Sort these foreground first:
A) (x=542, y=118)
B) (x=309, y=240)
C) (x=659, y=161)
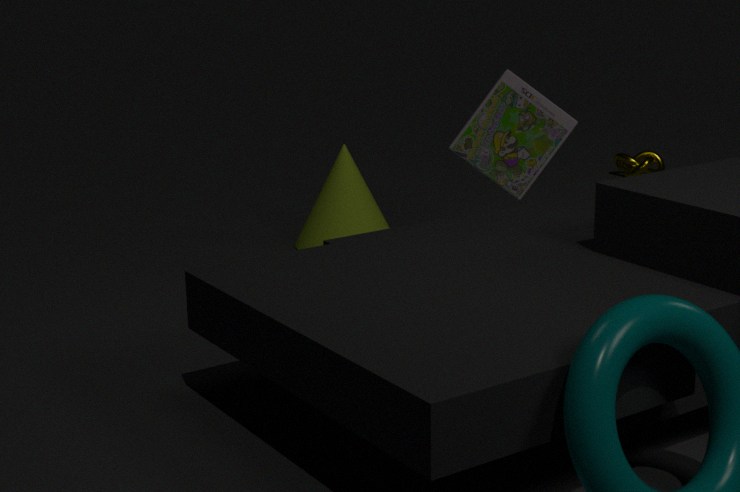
1. (x=542, y=118)
2. (x=309, y=240)
3. (x=659, y=161)
